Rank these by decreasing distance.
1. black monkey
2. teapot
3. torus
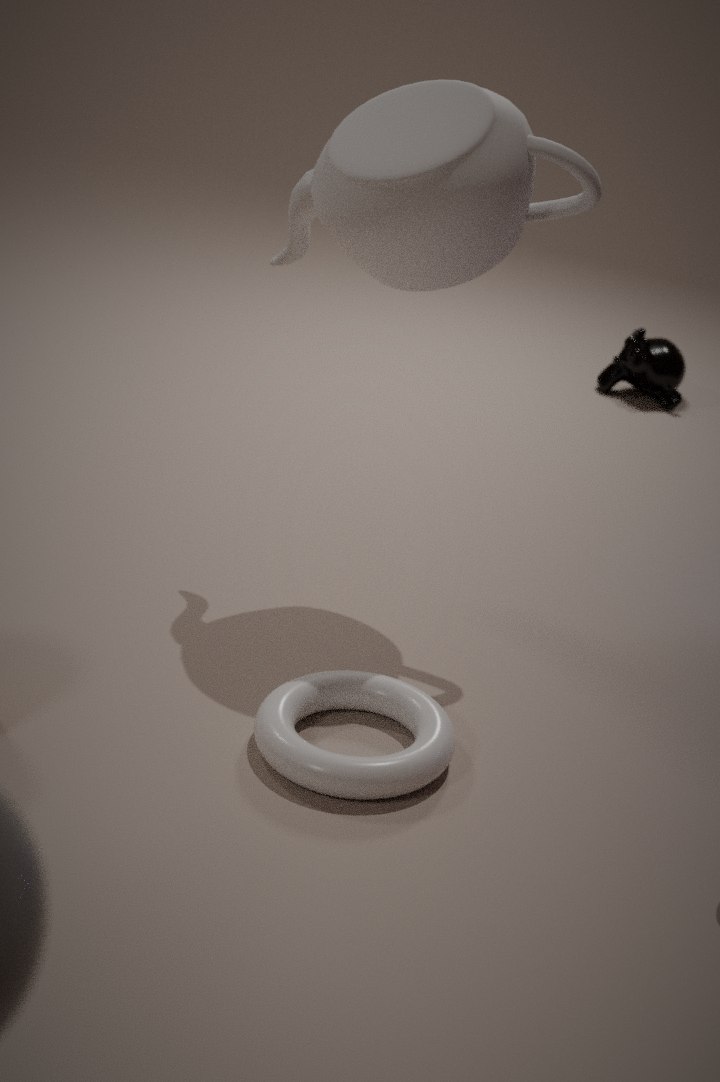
black monkey → teapot → torus
